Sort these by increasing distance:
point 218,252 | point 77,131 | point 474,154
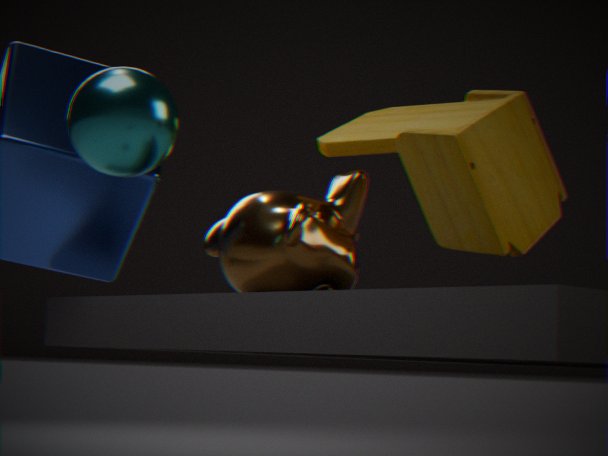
point 77,131 → point 474,154 → point 218,252
